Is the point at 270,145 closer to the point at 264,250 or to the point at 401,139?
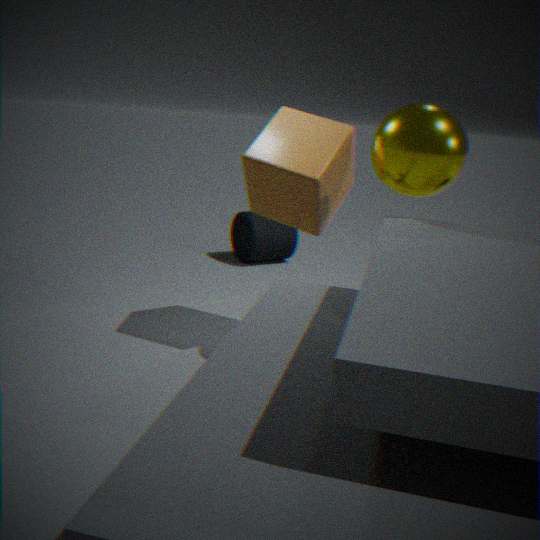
the point at 401,139
